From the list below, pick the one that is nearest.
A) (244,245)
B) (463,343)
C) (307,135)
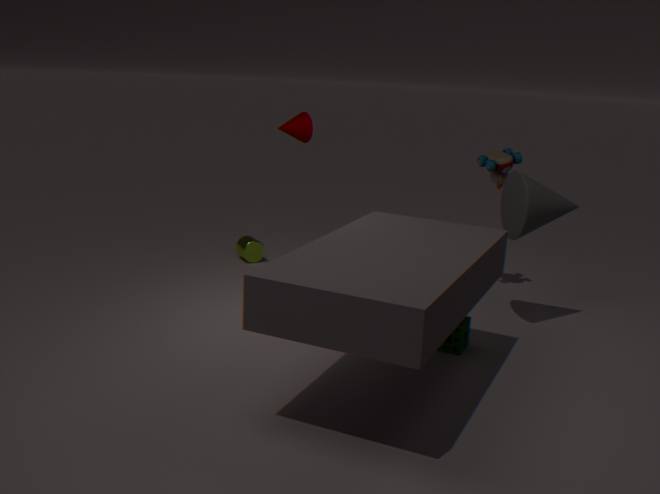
(463,343)
